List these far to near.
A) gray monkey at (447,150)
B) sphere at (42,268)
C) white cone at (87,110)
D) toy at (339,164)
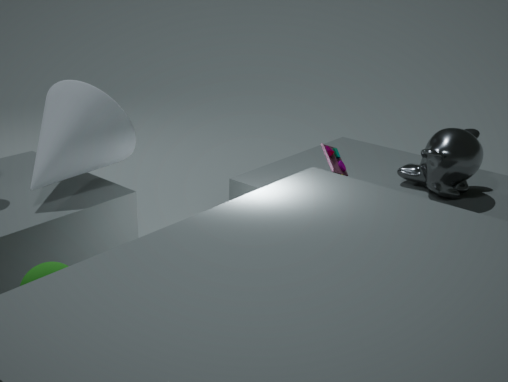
gray monkey at (447,150), toy at (339,164), white cone at (87,110), sphere at (42,268)
